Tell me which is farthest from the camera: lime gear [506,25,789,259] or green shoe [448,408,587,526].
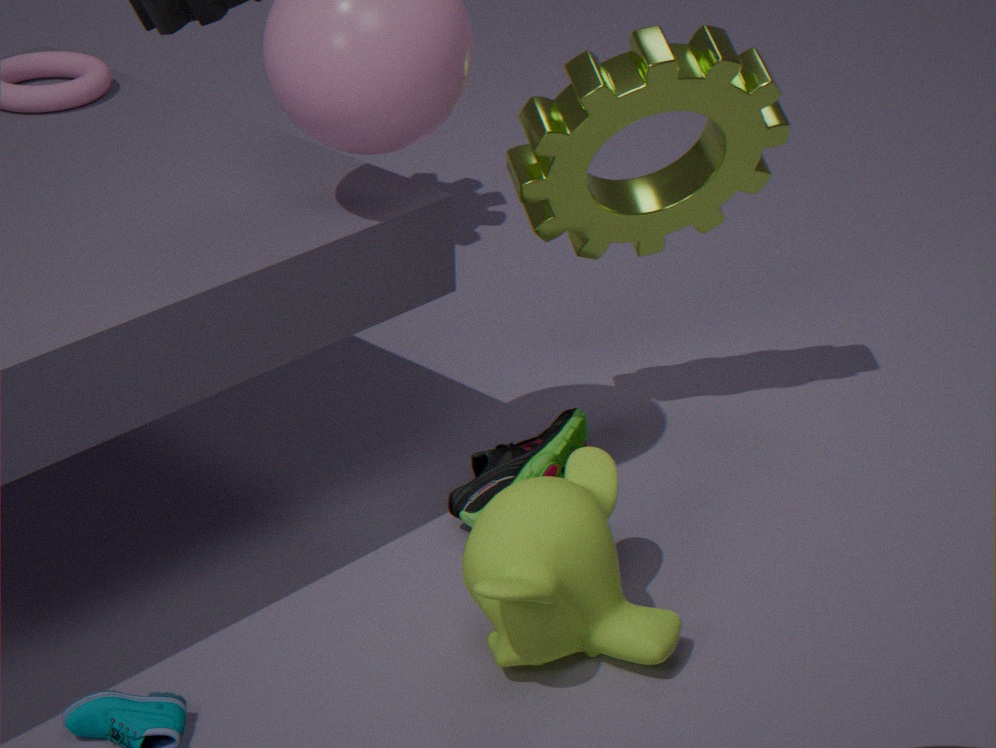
green shoe [448,408,587,526]
